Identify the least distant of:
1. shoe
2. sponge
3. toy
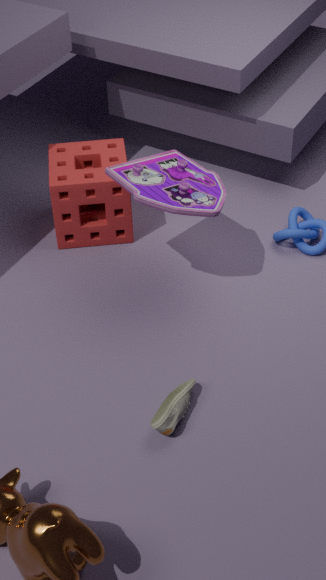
shoe
